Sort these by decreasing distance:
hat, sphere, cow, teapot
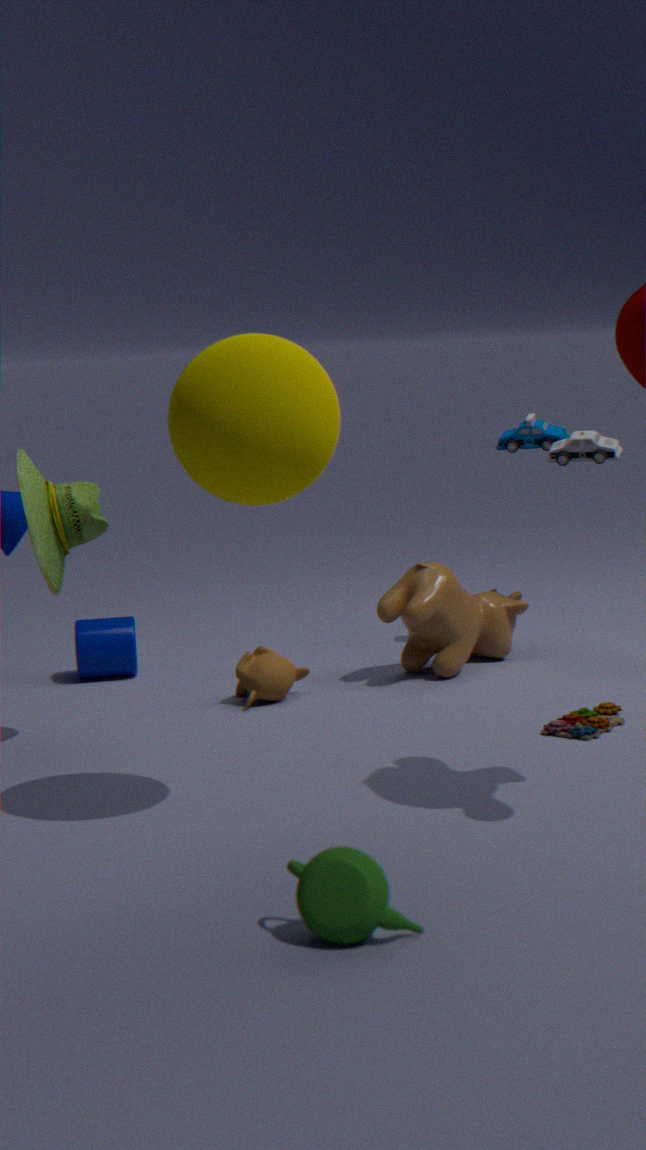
cow → hat → sphere → teapot
